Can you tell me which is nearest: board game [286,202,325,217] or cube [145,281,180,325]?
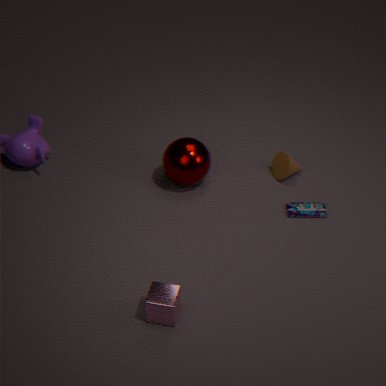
cube [145,281,180,325]
